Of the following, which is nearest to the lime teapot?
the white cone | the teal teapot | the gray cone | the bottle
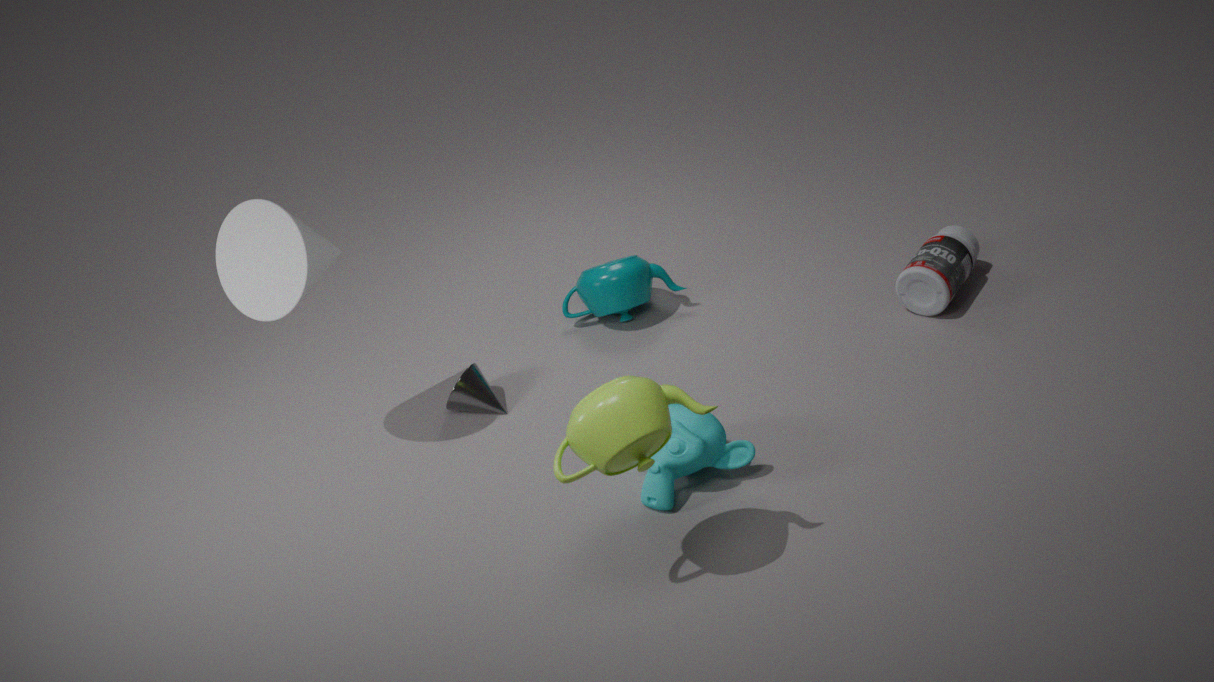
the gray cone
